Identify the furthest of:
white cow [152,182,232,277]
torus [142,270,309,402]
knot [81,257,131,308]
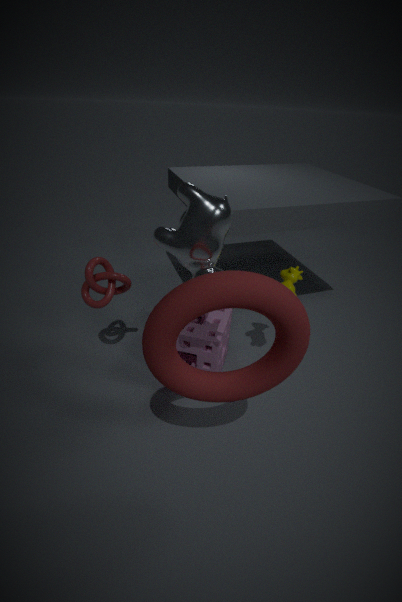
knot [81,257,131,308]
